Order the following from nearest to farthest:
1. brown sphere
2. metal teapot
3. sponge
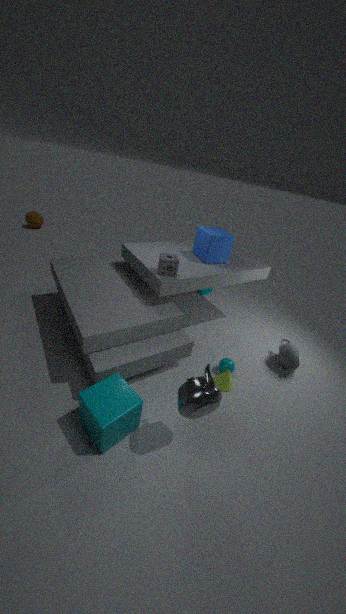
metal teapot, sponge, brown sphere
